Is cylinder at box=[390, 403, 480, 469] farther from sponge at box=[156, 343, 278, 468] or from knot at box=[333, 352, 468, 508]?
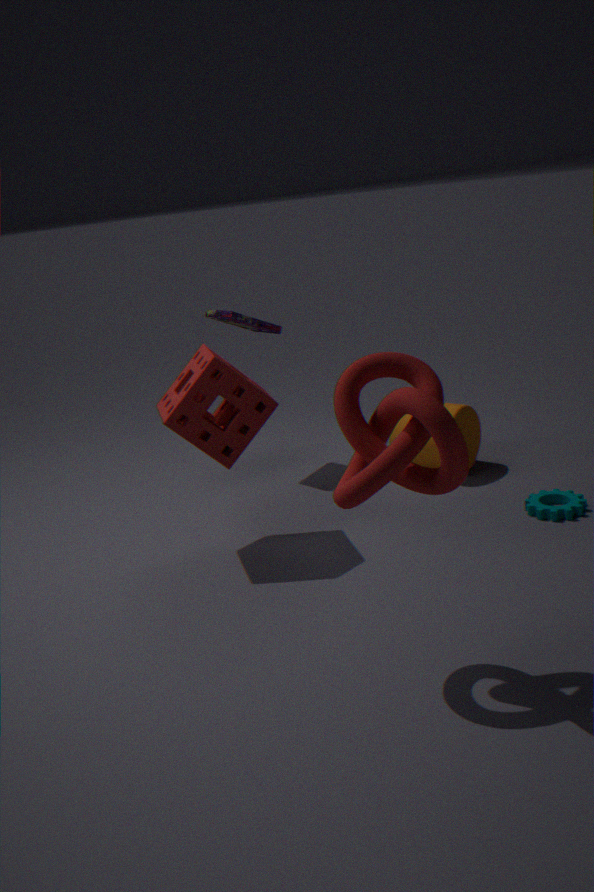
knot at box=[333, 352, 468, 508]
